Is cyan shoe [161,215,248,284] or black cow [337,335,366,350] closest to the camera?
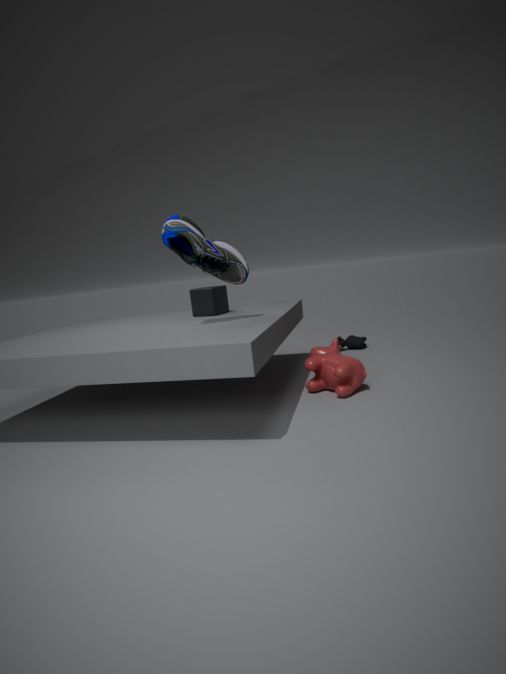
cyan shoe [161,215,248,284]
